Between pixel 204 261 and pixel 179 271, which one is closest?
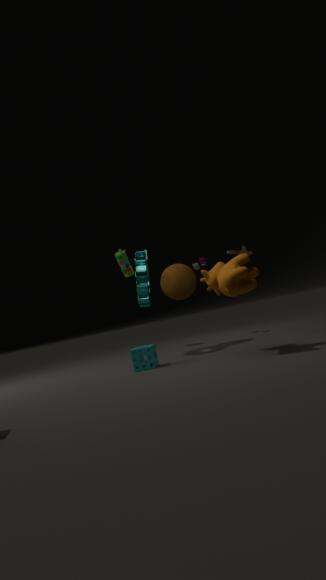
pixel 179 271
